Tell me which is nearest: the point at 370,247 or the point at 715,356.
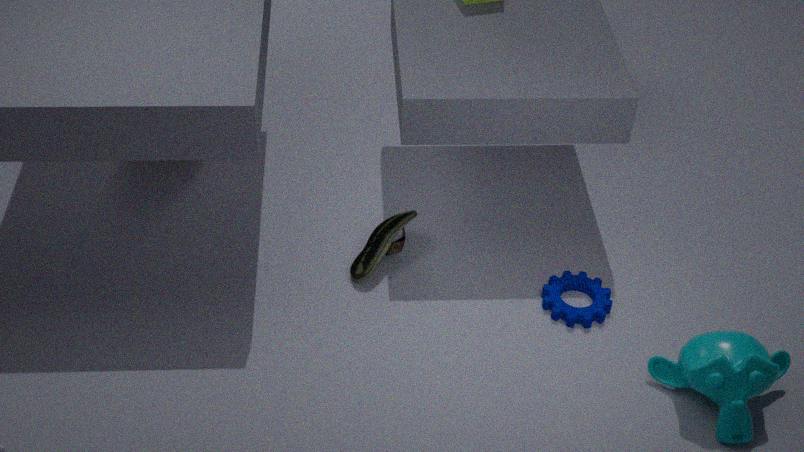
the point at 715,356
